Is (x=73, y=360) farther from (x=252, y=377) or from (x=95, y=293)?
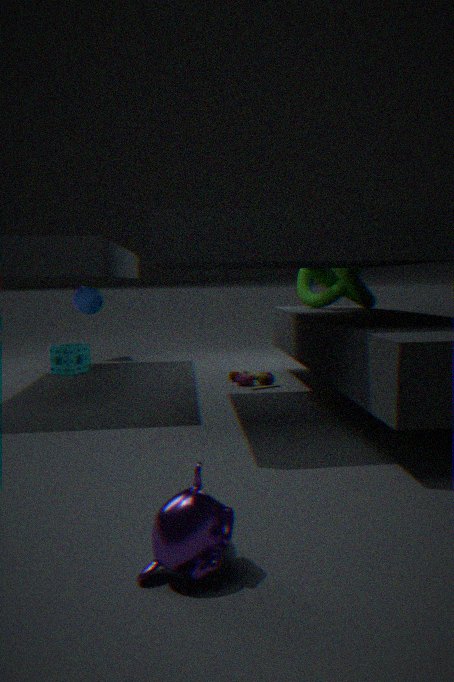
(x=252, y=377)
